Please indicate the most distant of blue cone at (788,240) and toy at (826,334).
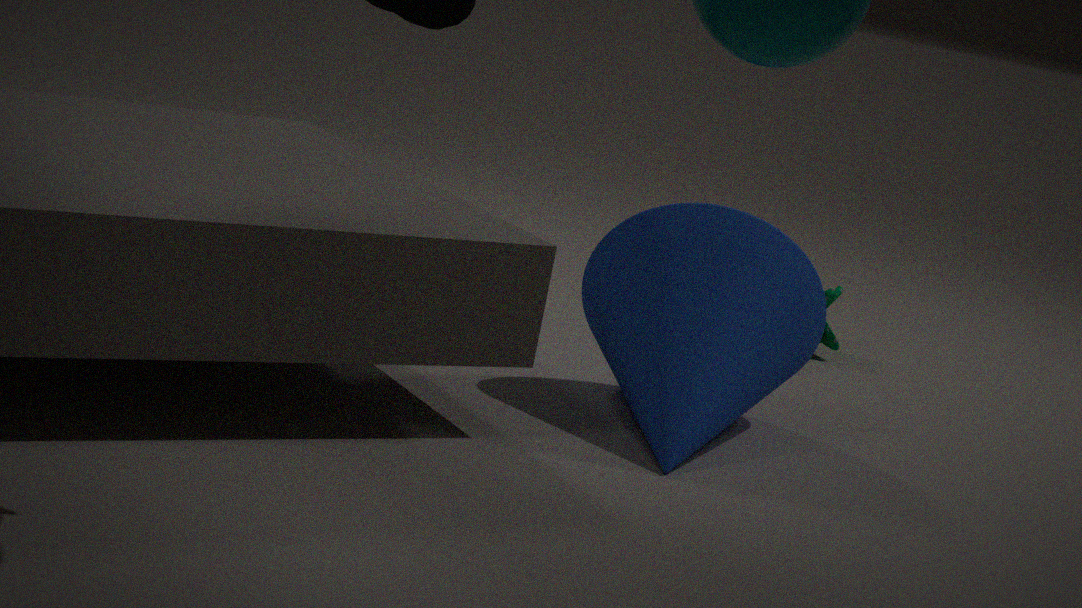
toy at (826,334)
